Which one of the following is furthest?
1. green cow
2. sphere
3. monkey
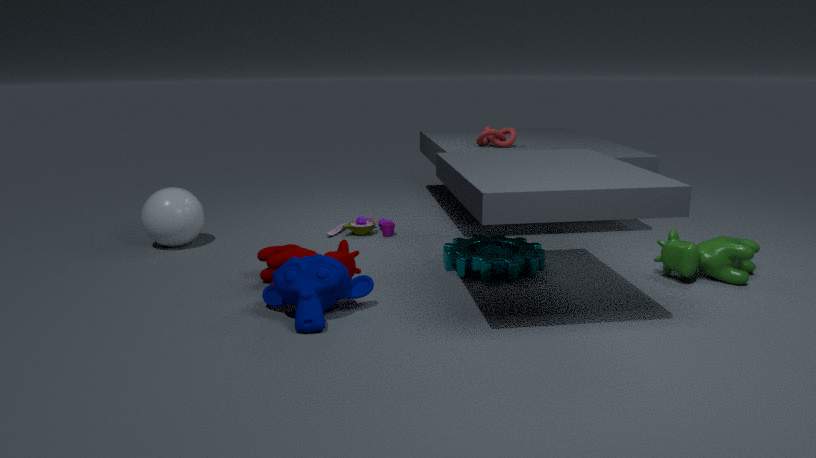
sphere
